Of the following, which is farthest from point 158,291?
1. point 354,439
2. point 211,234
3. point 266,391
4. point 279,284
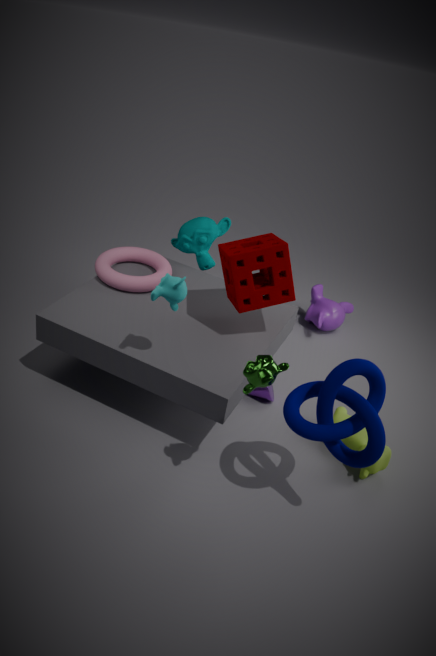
point 354,439
